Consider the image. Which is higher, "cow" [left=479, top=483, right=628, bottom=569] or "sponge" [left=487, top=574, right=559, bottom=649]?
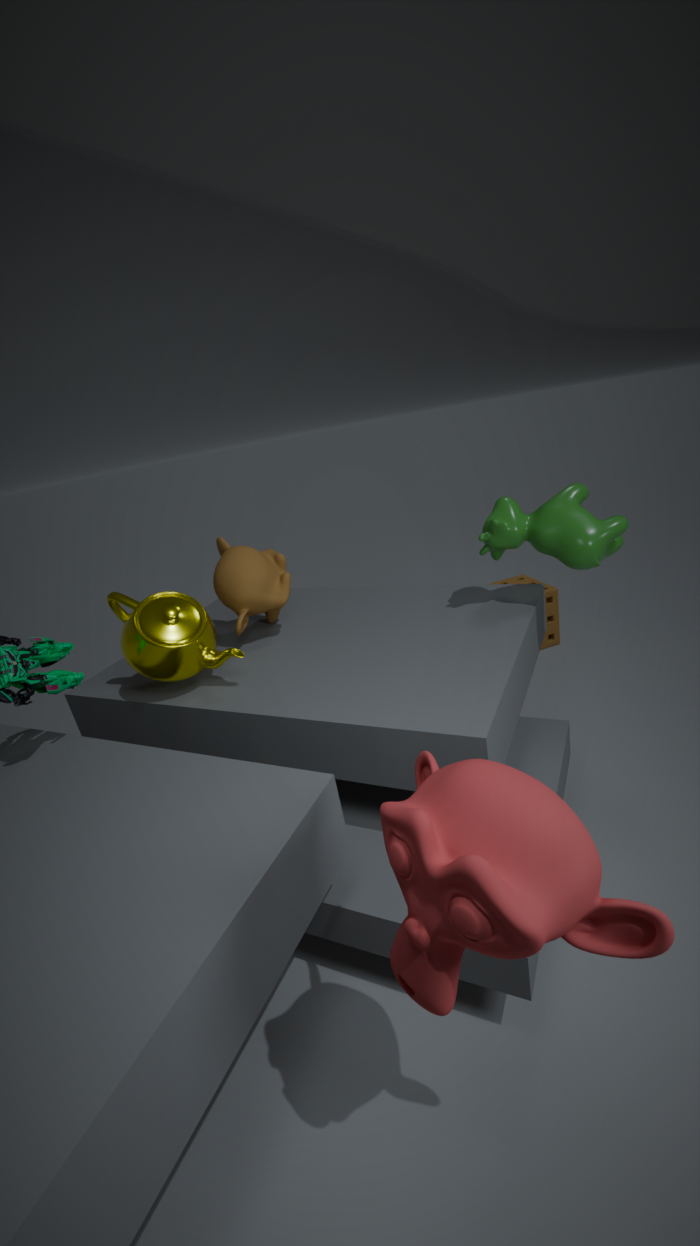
"cow" [left=479, top=483, right=628, bottom=569]
